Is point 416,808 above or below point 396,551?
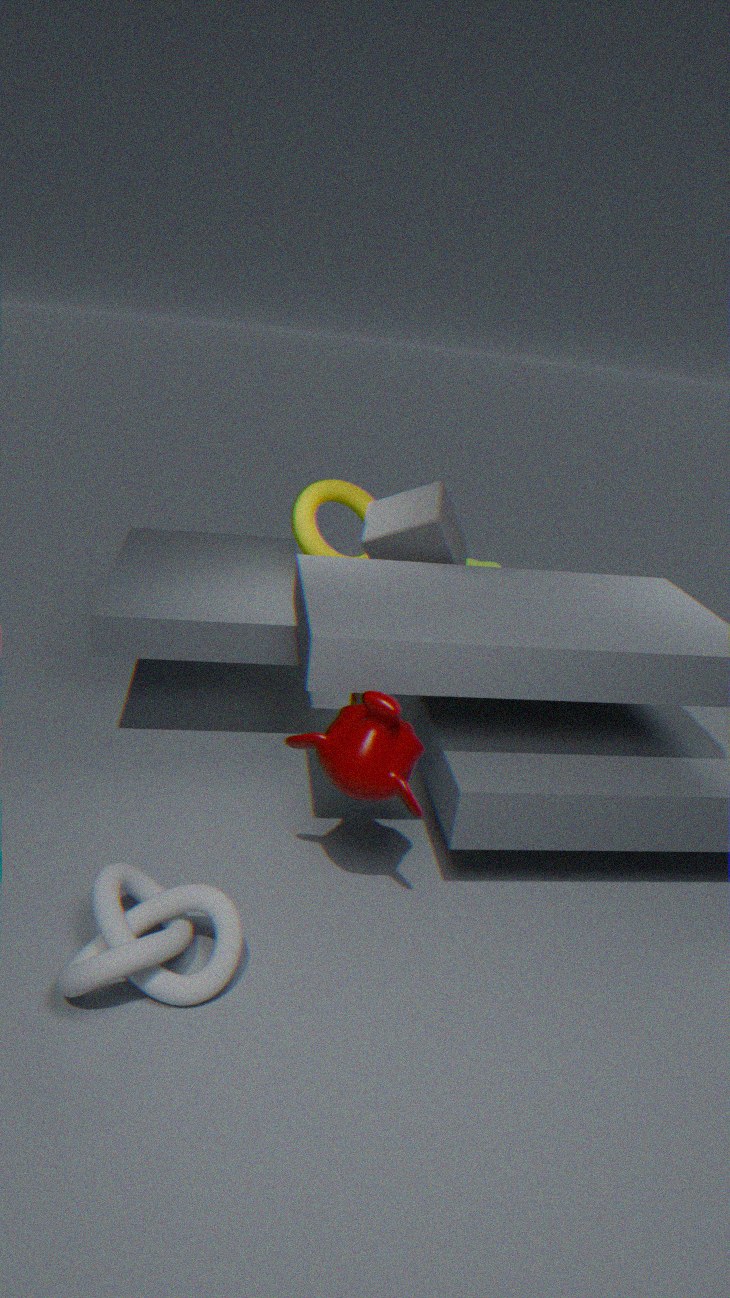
below
